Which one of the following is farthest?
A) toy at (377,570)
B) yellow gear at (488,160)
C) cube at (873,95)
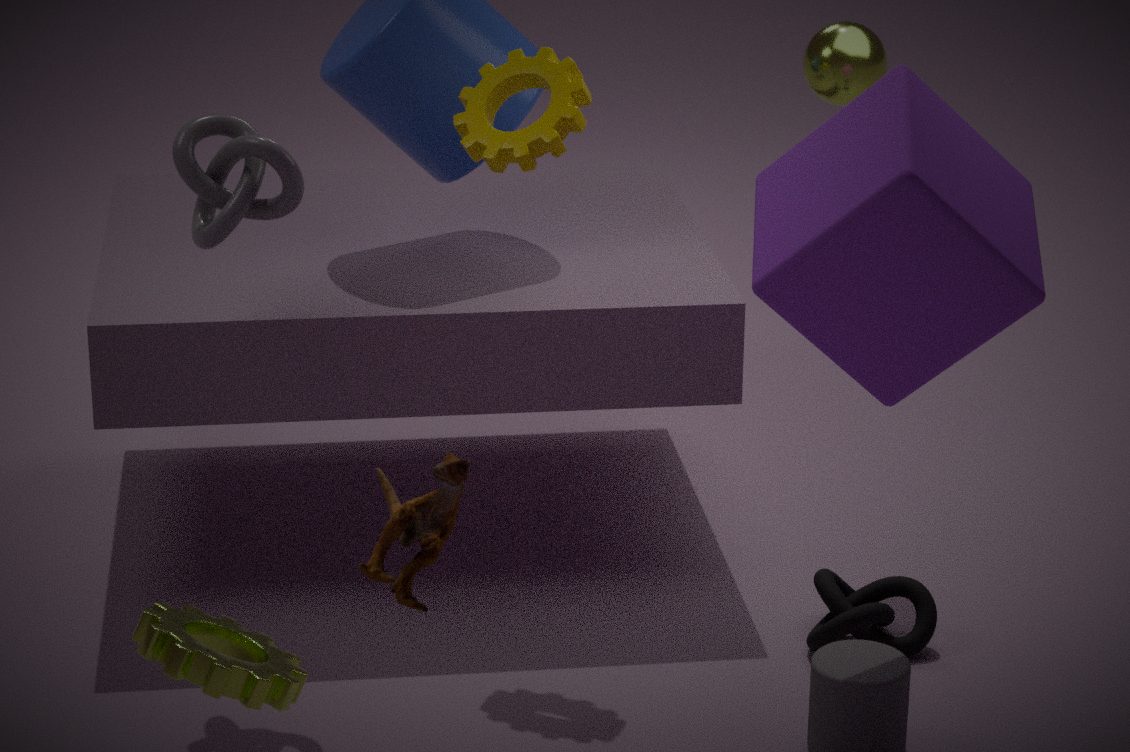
yellow gear at (488,160)
